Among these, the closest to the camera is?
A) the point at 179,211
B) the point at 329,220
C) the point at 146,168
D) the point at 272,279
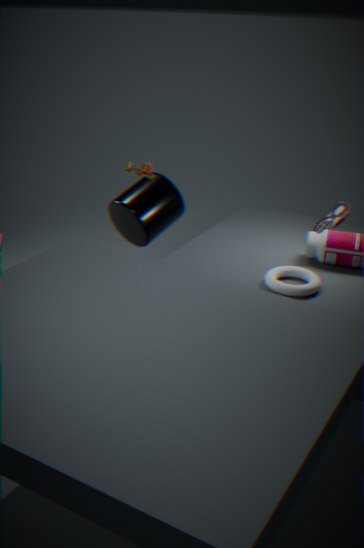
the point at 272,279
